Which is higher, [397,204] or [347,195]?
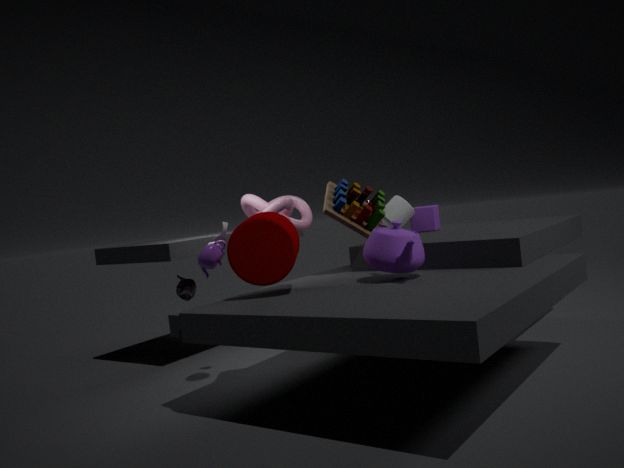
[347,195]
